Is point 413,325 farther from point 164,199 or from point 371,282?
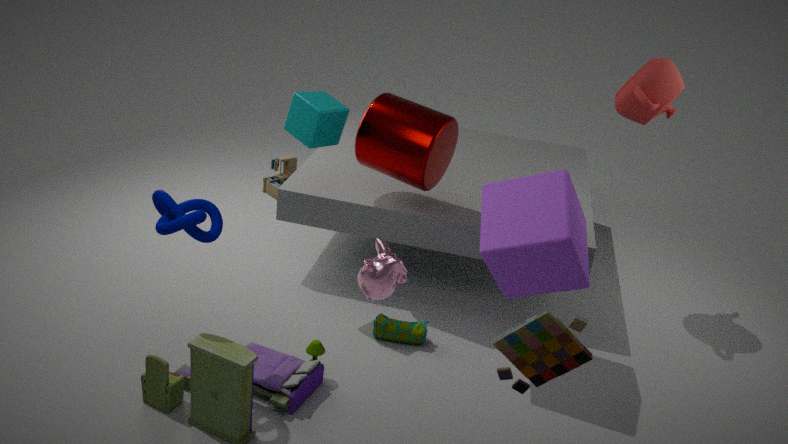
point 164,199
